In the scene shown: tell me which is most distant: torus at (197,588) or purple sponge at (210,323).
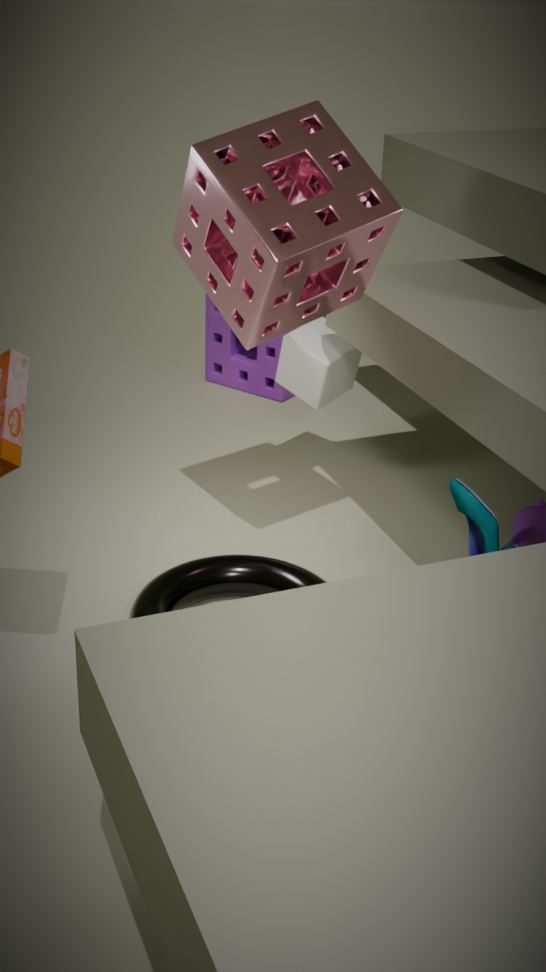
purple sponge at (210,323)
